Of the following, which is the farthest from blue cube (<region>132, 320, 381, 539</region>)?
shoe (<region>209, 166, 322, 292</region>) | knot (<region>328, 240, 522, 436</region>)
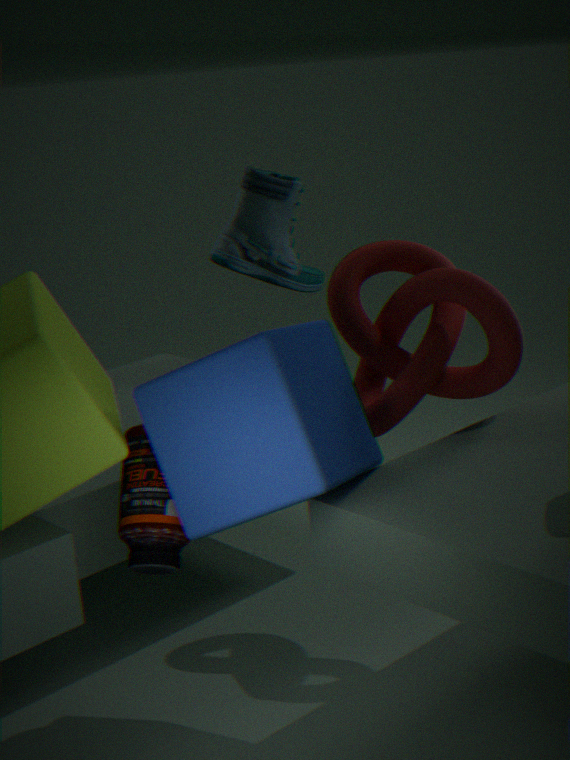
shoe (<region>209, 166, 322, 292</region>)
